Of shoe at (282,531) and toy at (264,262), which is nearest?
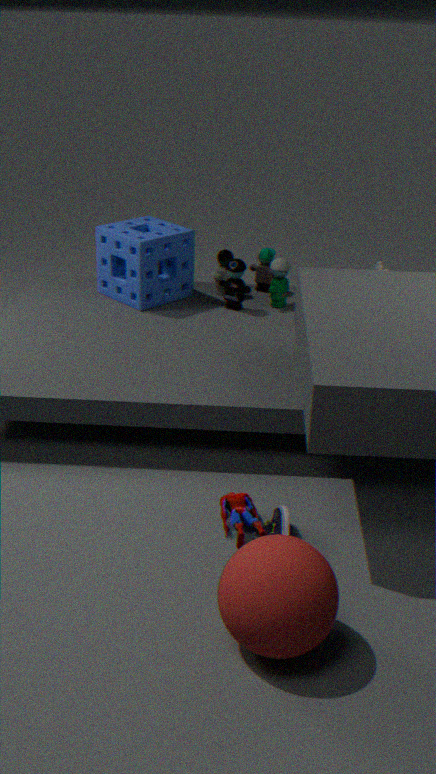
shoe at (282,531)
